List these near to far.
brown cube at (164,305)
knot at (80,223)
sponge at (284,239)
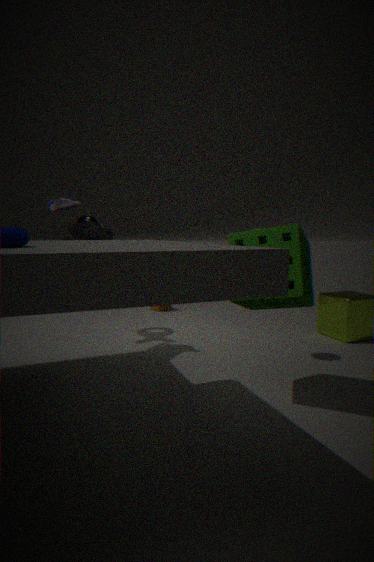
1. sponge at (284,239)
2. knot at (80,223)
3. brown cube at (164,305)
